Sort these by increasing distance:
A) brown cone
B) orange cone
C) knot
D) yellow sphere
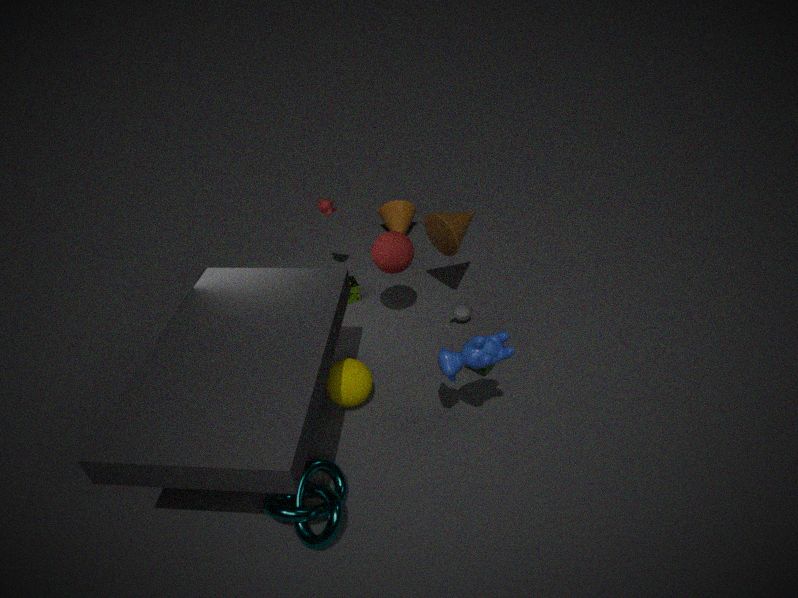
knot → yellow sphere → brown cone → orange cone
